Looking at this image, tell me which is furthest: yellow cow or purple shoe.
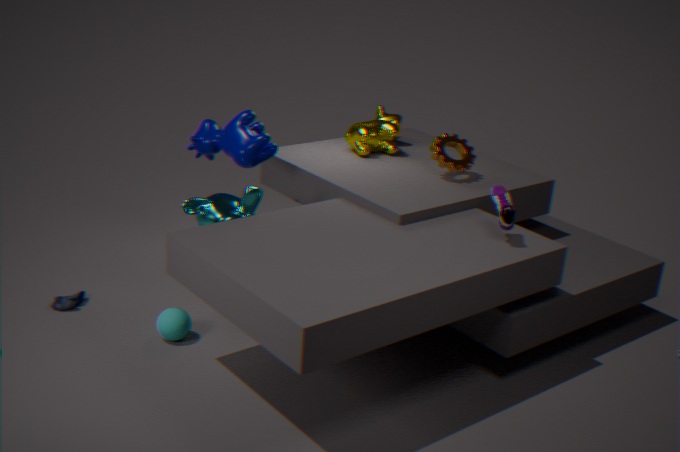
yellow cow
